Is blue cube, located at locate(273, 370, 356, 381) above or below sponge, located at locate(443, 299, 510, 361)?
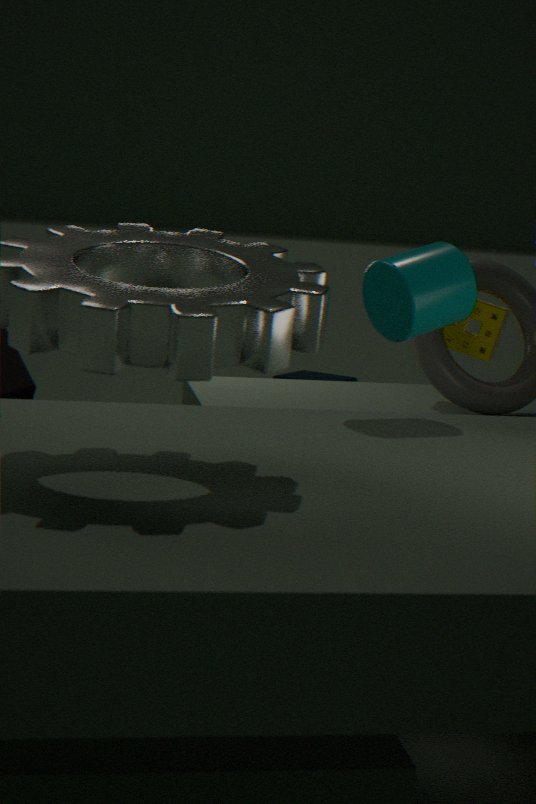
below
